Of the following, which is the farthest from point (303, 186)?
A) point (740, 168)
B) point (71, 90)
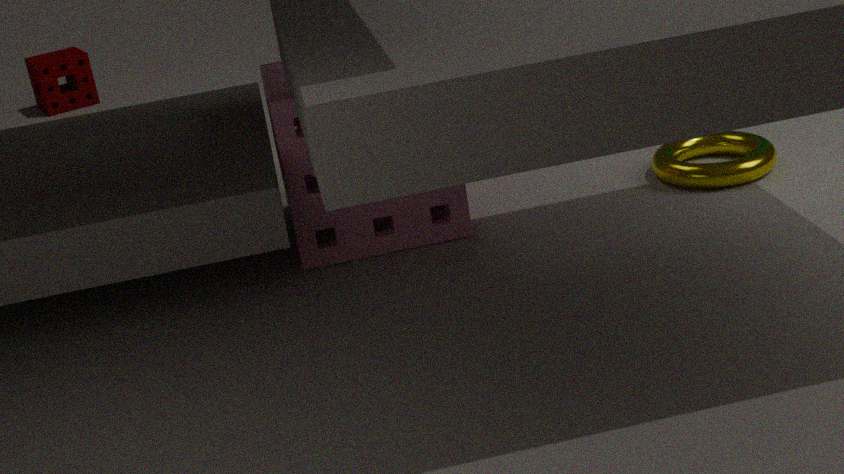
point (71, 90)
